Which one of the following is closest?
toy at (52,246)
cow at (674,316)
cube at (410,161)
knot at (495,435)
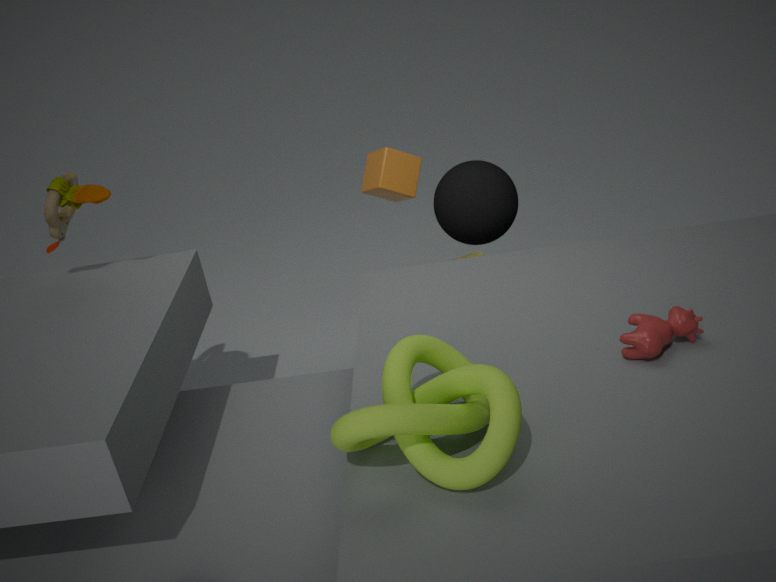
knot at (495,435)
